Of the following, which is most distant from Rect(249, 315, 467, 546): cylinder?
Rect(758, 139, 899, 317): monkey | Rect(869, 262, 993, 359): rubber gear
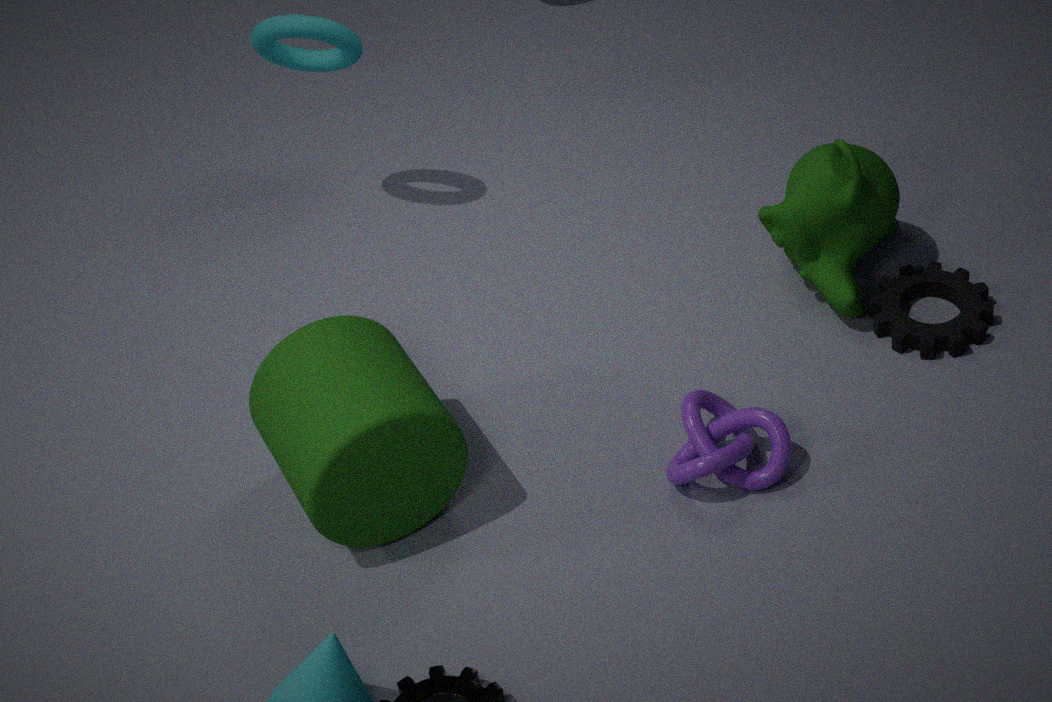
Rect(869, 262, 993, 359): rubber gear
